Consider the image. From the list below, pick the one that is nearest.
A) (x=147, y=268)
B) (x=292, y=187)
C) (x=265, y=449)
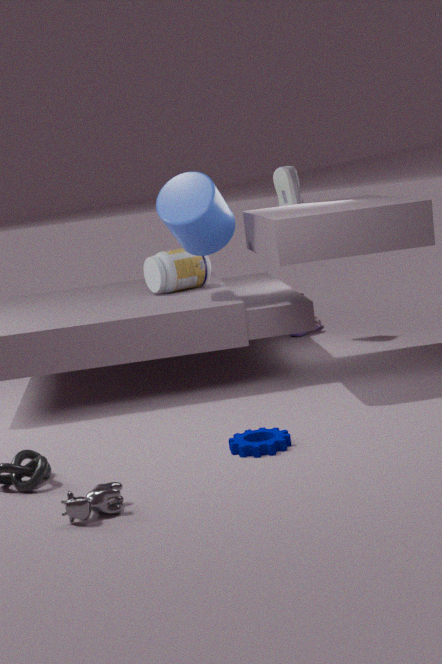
(x=265, y=449)
